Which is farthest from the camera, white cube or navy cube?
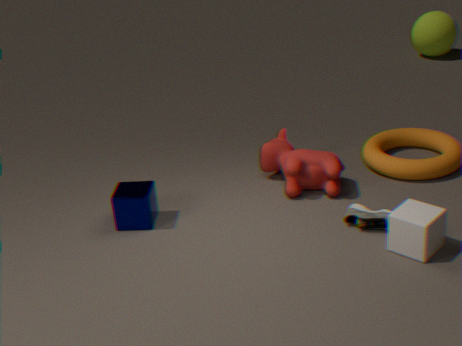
navy cube
